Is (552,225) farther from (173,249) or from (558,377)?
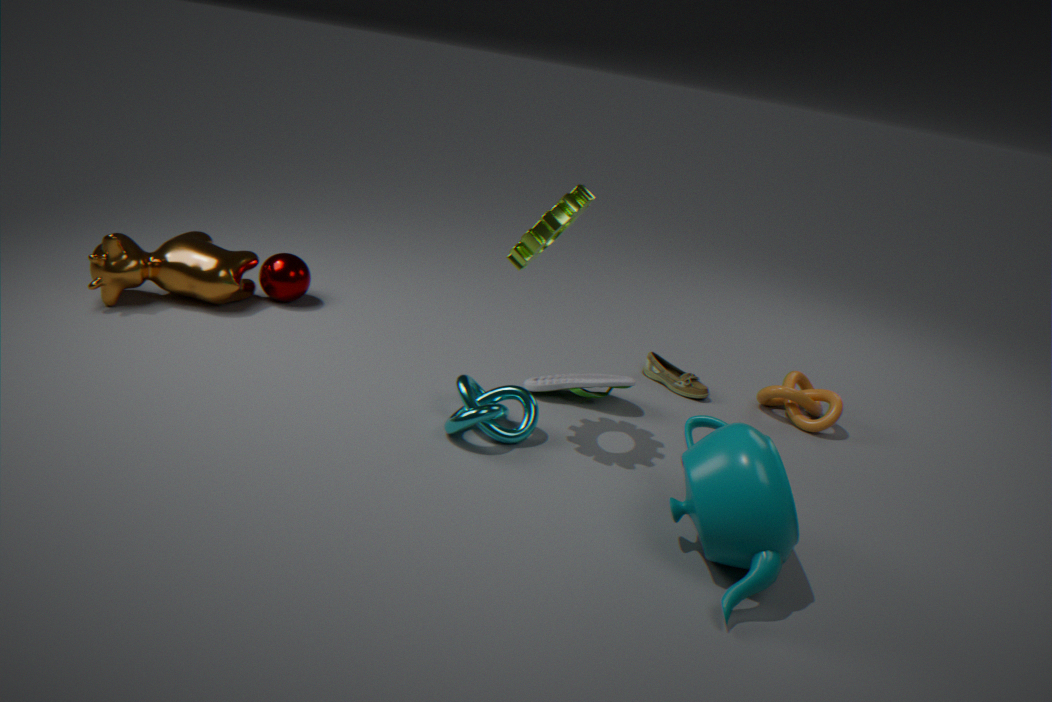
(173,249)
